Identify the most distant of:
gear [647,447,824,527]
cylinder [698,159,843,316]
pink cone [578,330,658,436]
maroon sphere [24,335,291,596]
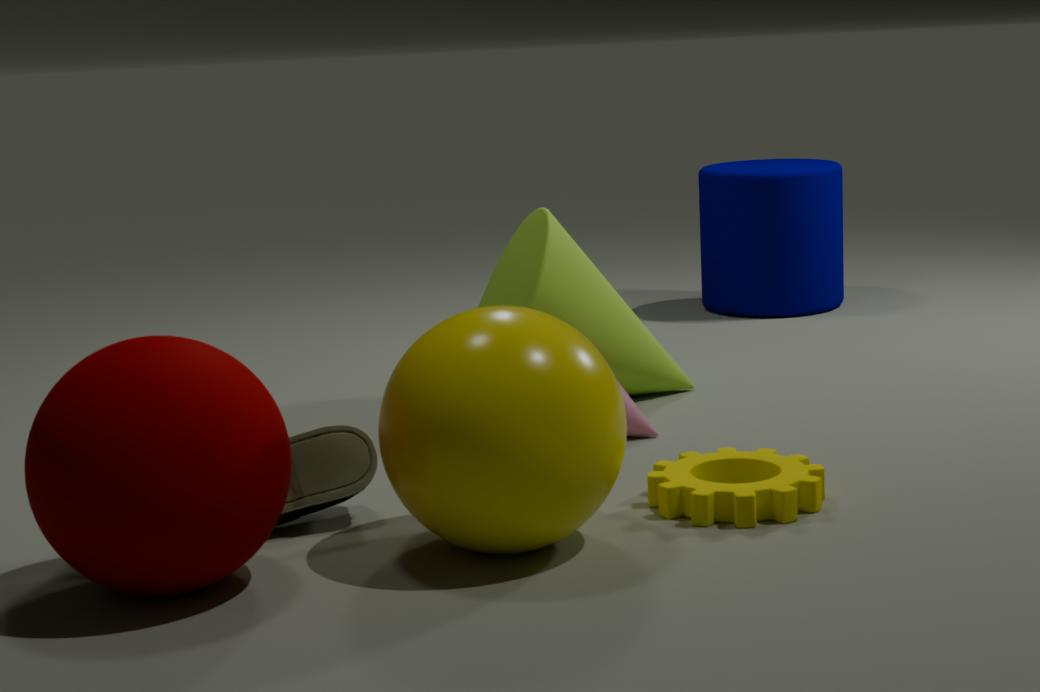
cylinder [698,159,843,316]
